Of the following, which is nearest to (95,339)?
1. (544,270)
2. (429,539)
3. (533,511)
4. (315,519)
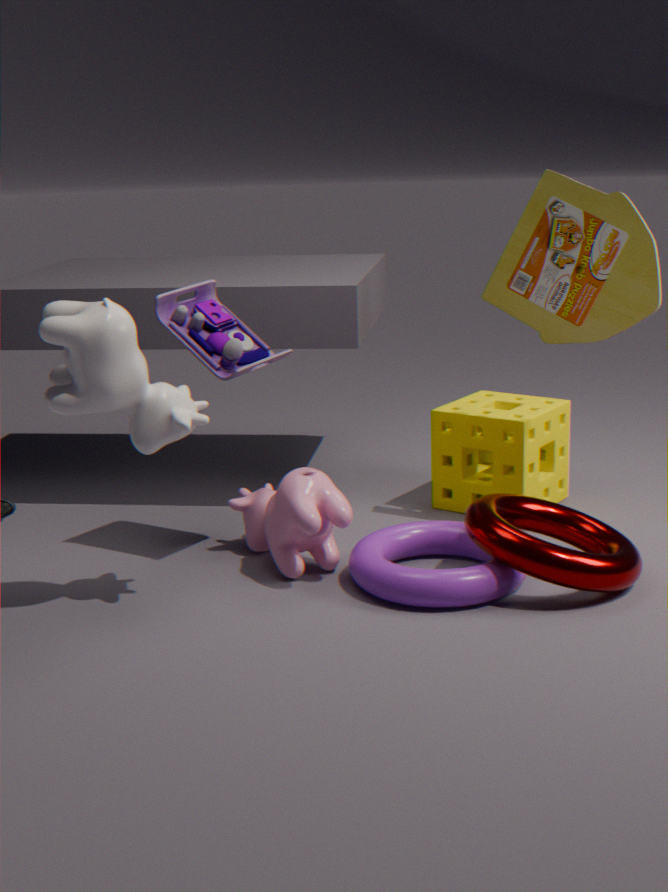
(315,519)
